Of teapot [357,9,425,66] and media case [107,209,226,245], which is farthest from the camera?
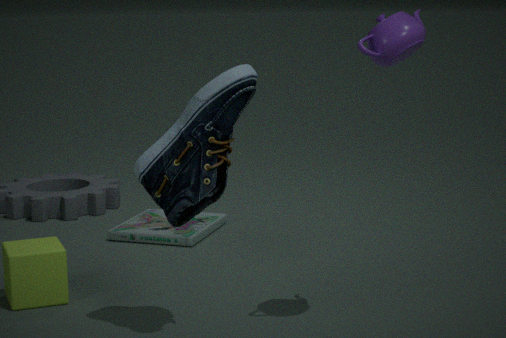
media case [107,209,226,245]
